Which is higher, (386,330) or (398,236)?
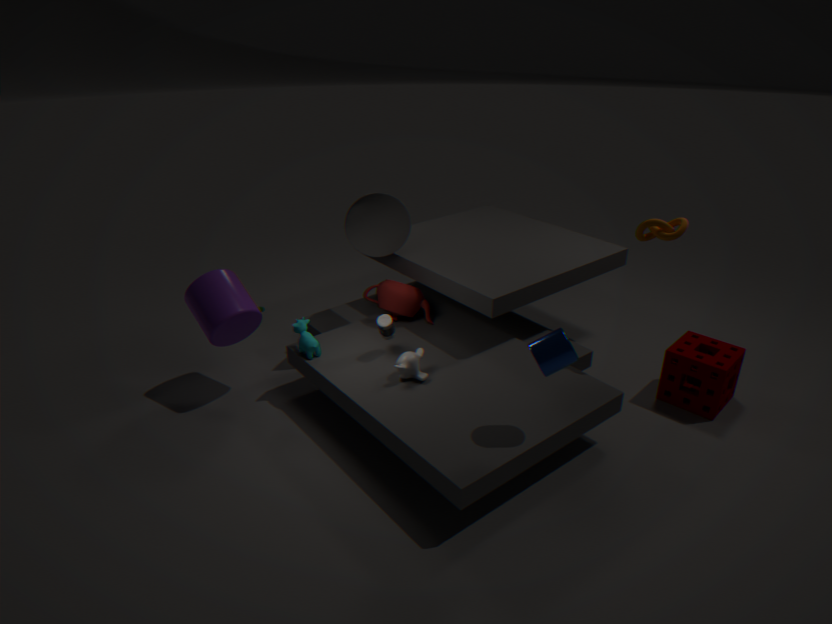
(398,236)
